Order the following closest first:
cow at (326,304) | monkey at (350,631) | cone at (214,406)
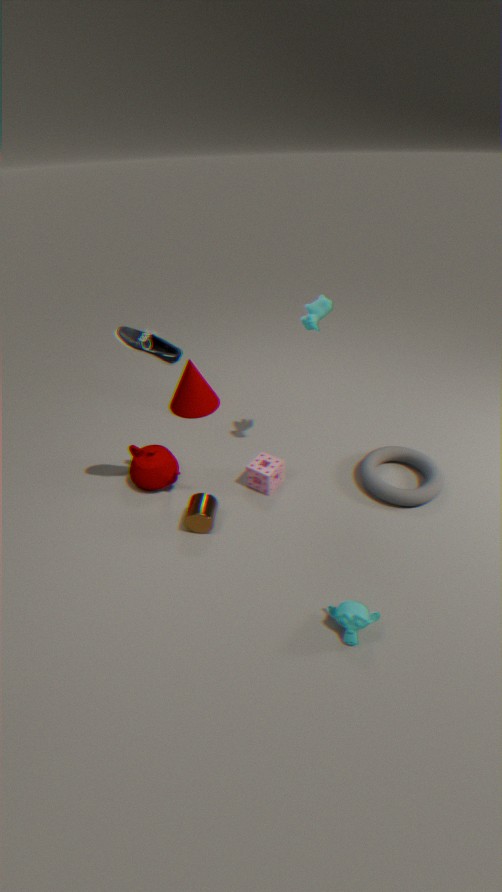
monkey at (350,631), cow at (326,304), cone at (214,406)
